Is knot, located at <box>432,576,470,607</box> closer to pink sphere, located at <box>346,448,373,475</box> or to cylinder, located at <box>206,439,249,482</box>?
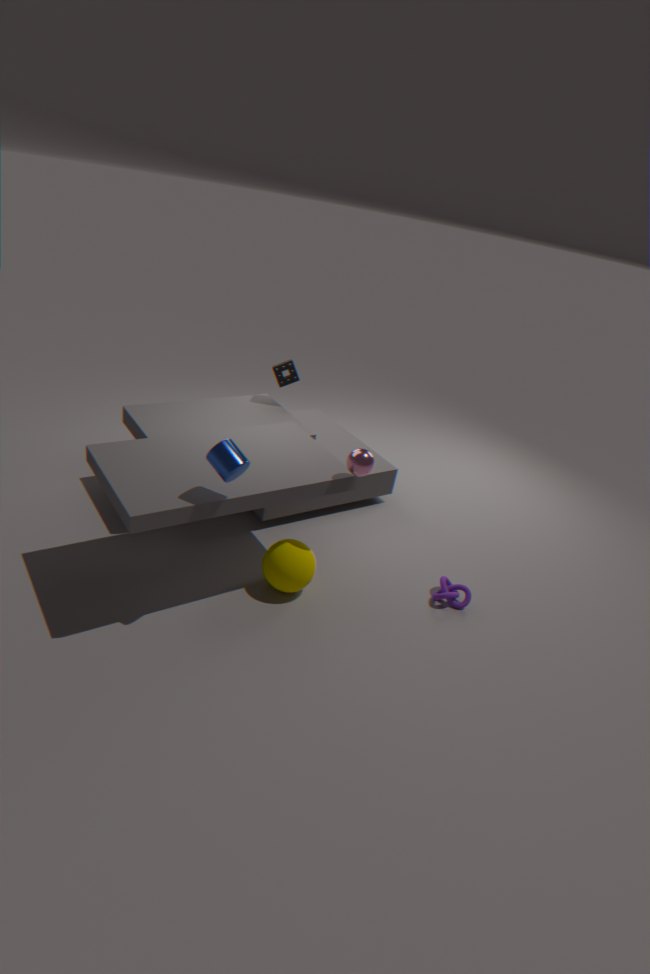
pink sphere, located at <box>346,448,373,475</box>
